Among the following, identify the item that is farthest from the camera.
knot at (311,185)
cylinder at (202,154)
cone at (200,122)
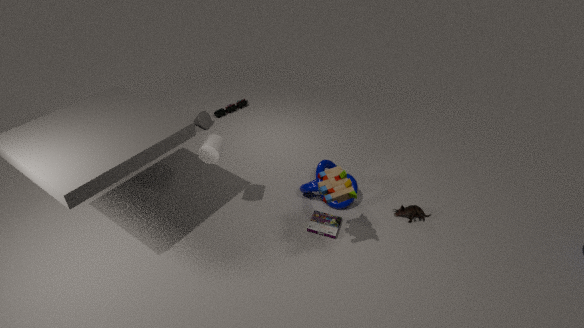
cone at (200,122)
